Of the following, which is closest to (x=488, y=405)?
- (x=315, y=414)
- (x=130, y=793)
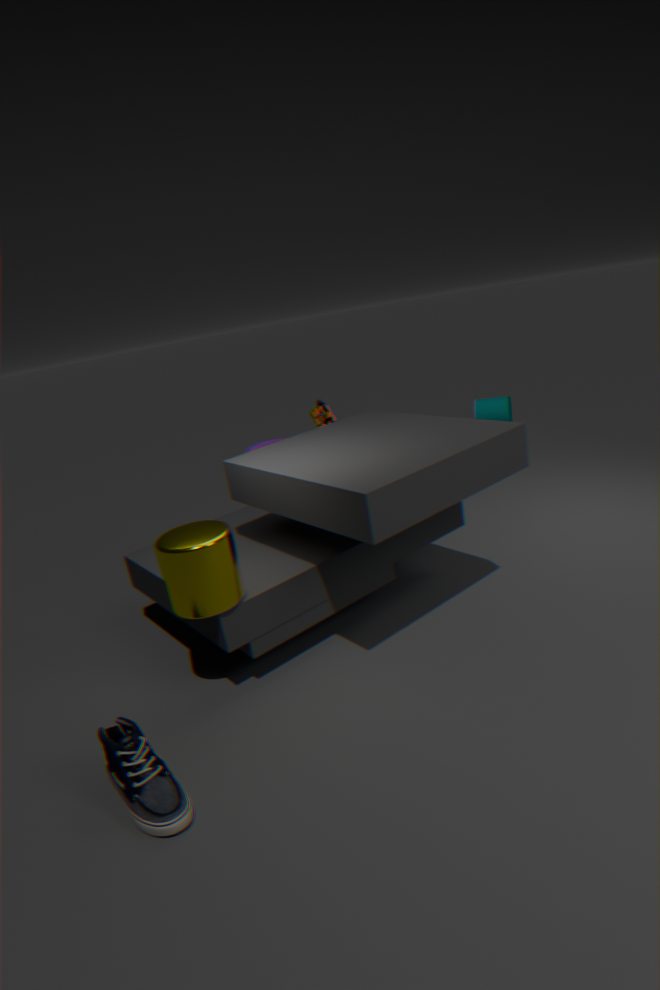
(x=315, y=414)
